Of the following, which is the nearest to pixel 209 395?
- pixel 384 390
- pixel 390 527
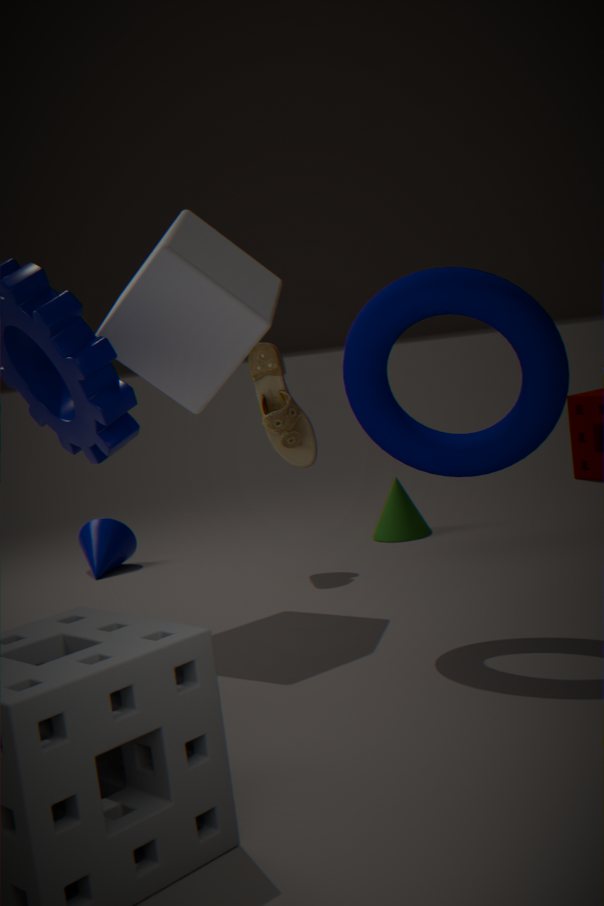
pixel 384 390
